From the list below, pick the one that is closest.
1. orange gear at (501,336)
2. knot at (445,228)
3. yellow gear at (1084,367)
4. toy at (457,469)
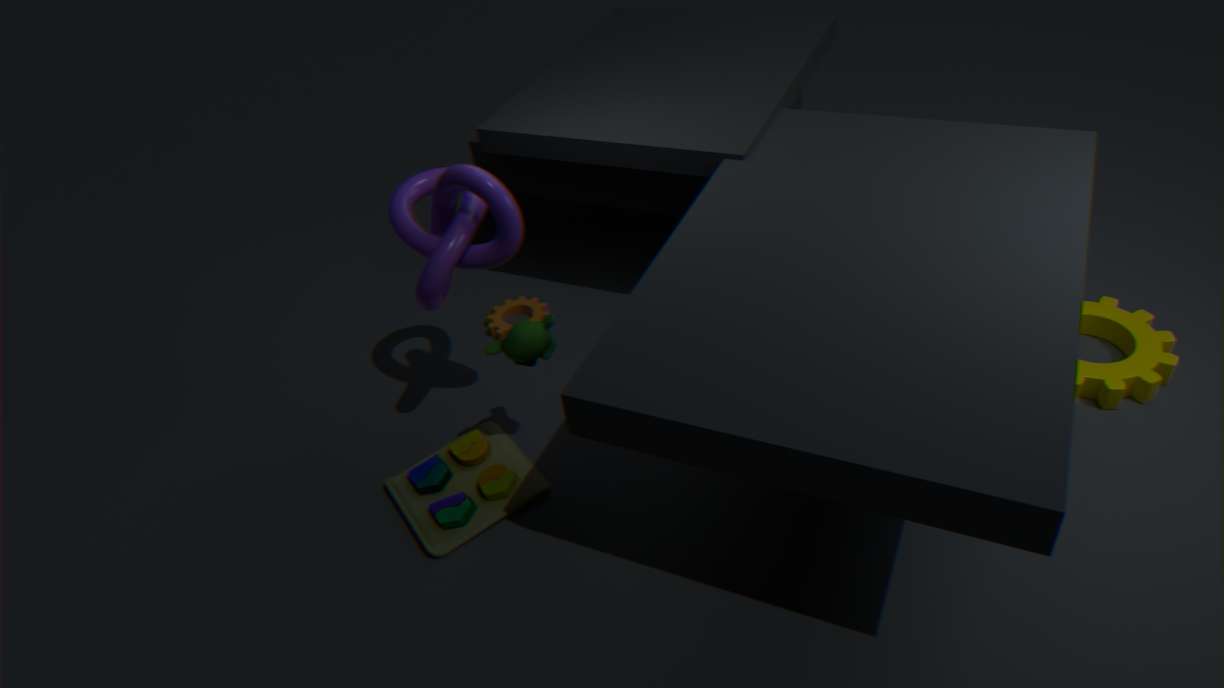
knot at (445,228)
